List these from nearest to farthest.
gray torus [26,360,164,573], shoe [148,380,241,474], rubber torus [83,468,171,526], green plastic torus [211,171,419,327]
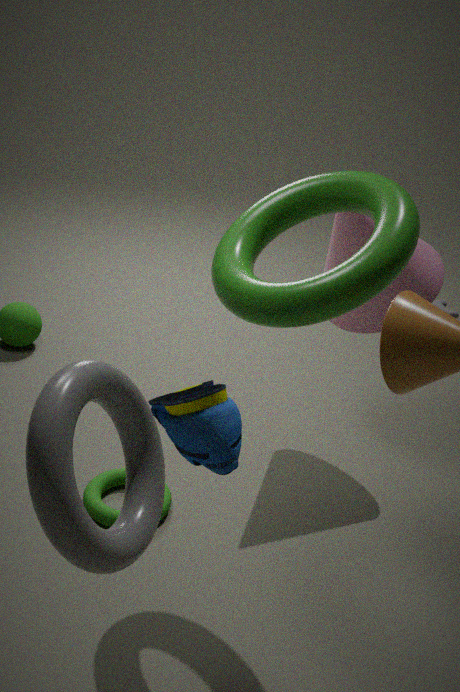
gray torus [26,360,164,573], shoe [148,380,241,474], green plastic torus [211,171,419,327], rubber torus [83,468,171,526]
